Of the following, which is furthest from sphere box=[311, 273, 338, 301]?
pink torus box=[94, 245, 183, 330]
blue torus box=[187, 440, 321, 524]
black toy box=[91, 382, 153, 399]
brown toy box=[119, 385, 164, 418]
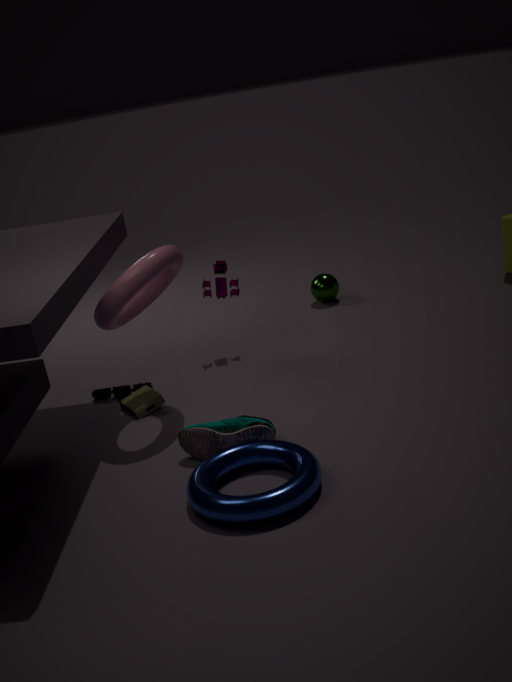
blue torus box=[187, 440, 321, 524]
